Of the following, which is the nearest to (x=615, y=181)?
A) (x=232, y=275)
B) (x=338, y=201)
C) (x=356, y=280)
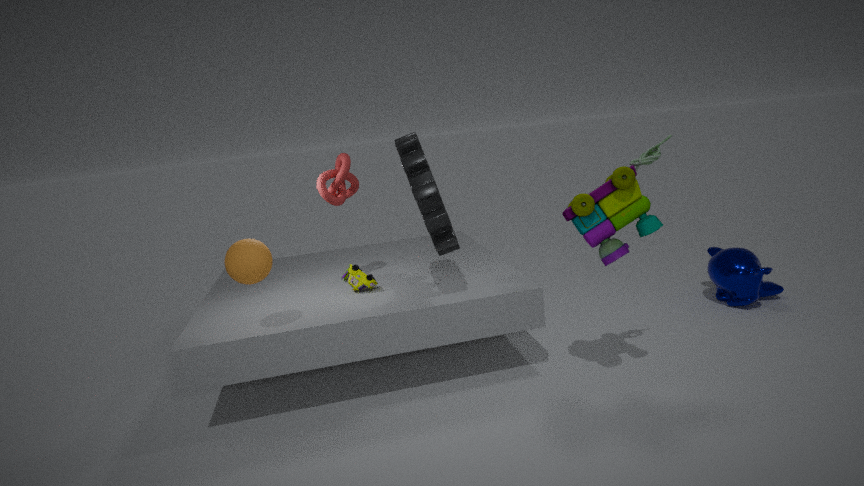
(x=356, y=280)
